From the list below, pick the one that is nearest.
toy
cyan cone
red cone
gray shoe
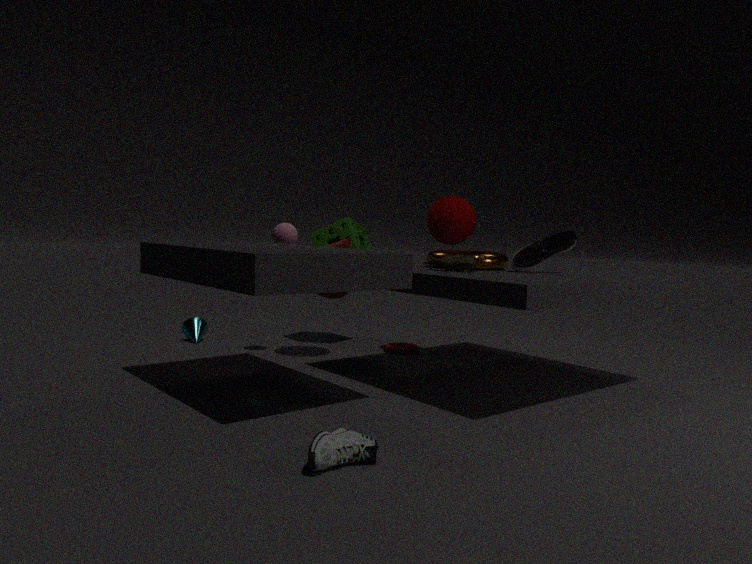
gray shoe
